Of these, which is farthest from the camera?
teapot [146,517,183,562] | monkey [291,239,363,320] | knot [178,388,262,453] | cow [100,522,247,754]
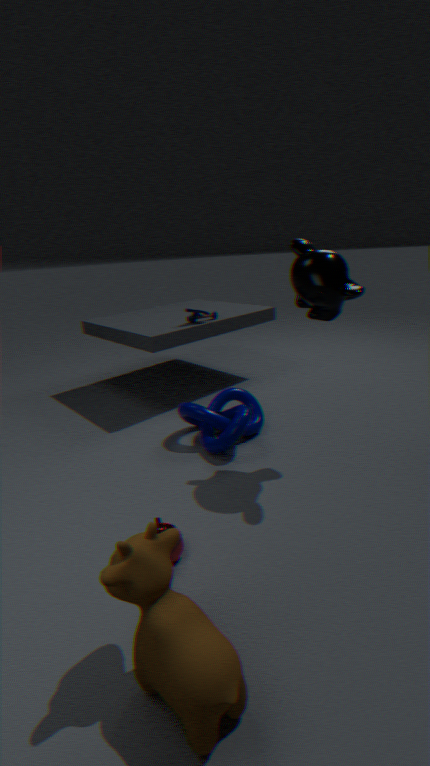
knot [178,388,262,453]
